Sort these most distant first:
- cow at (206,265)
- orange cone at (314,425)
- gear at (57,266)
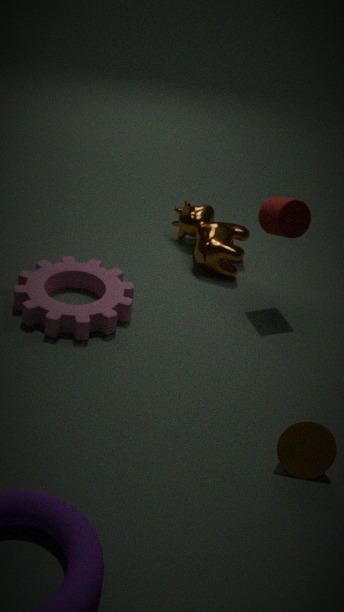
cow at (206,265)
gear at (57,266)
orange cone at (314,425)
